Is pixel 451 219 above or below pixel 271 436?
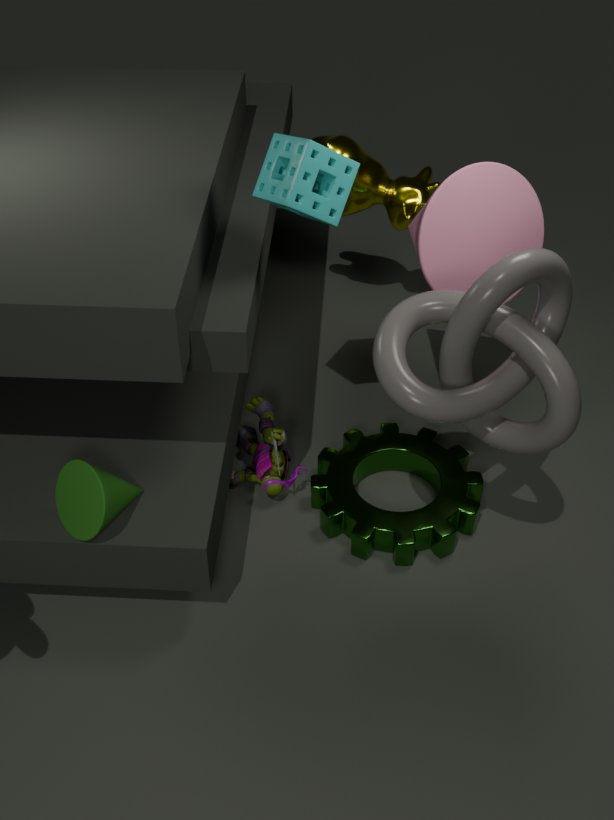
above
